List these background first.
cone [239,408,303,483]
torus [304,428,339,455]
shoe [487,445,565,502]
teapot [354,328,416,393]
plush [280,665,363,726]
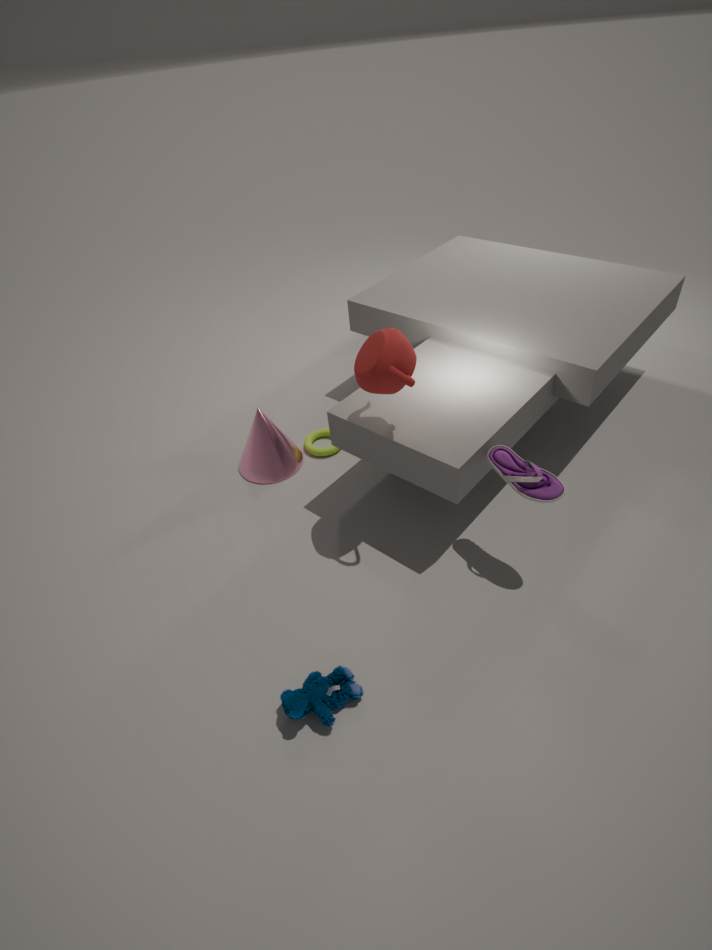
torus [304,428,339,455]
cone [239,408,303,483]
teapot [354,328,416,393]
shoe [487,445,565,502]
plush [280,665,363,726]
